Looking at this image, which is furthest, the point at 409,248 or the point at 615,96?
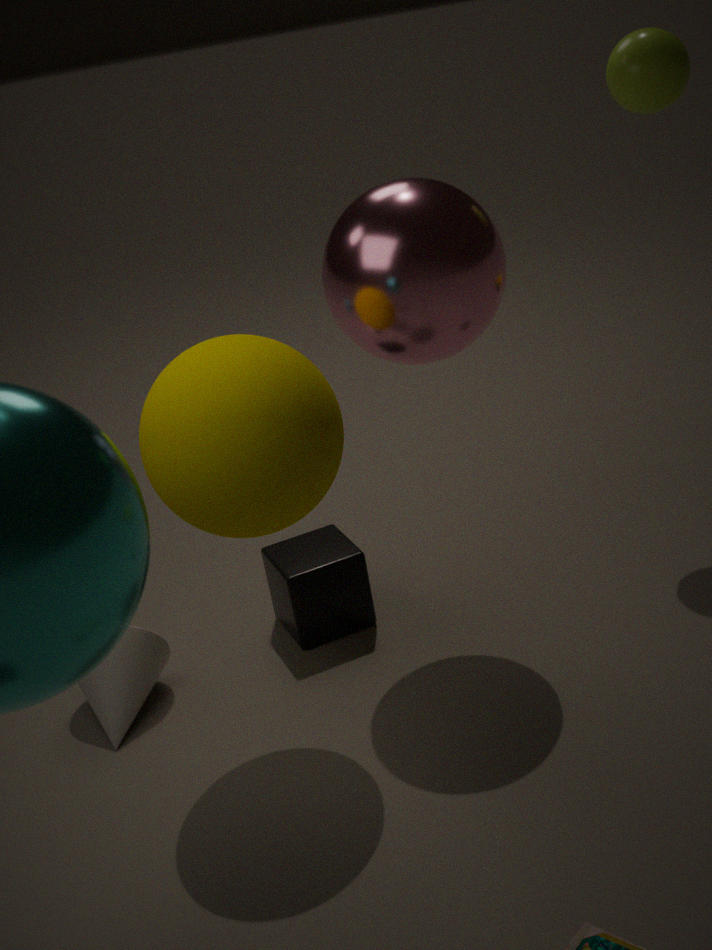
the point at 615,96
